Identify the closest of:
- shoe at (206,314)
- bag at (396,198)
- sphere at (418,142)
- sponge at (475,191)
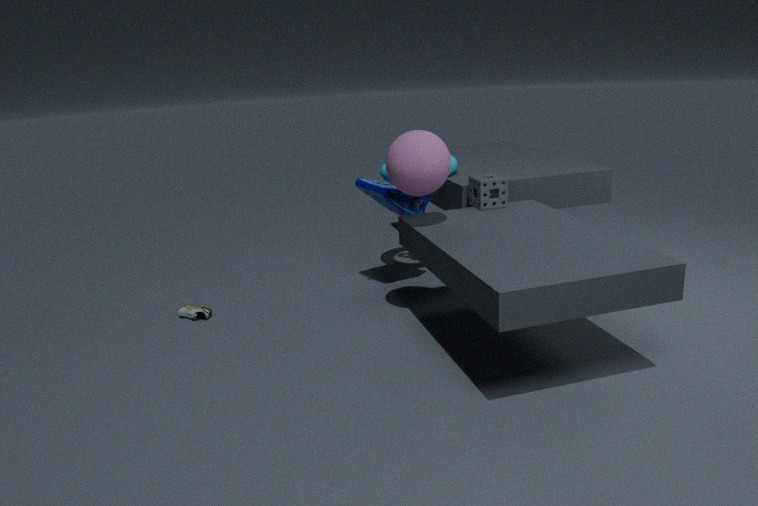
sphere at (418,142)
